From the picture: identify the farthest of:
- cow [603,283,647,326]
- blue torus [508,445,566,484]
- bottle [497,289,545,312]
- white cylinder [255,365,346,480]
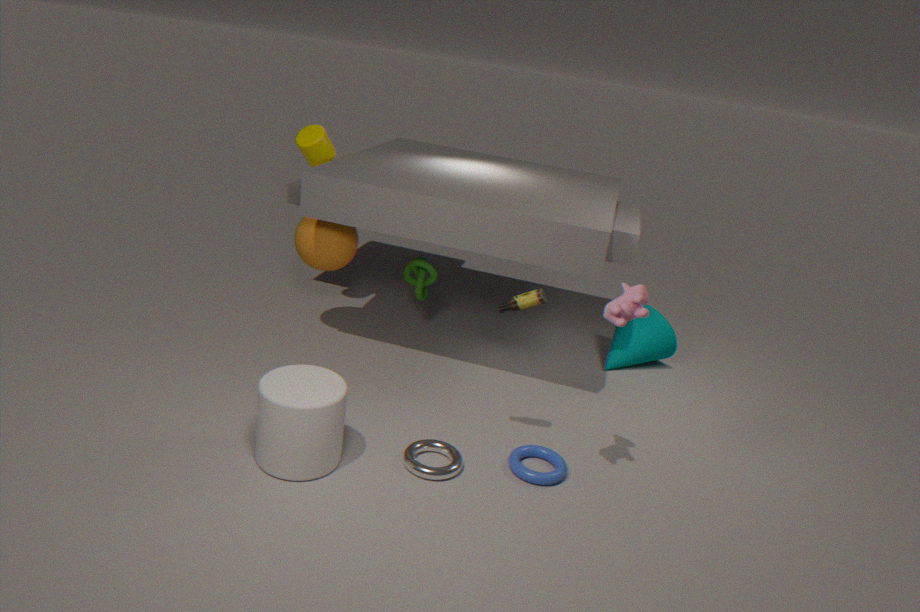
blue torus [508,445,566,484]
